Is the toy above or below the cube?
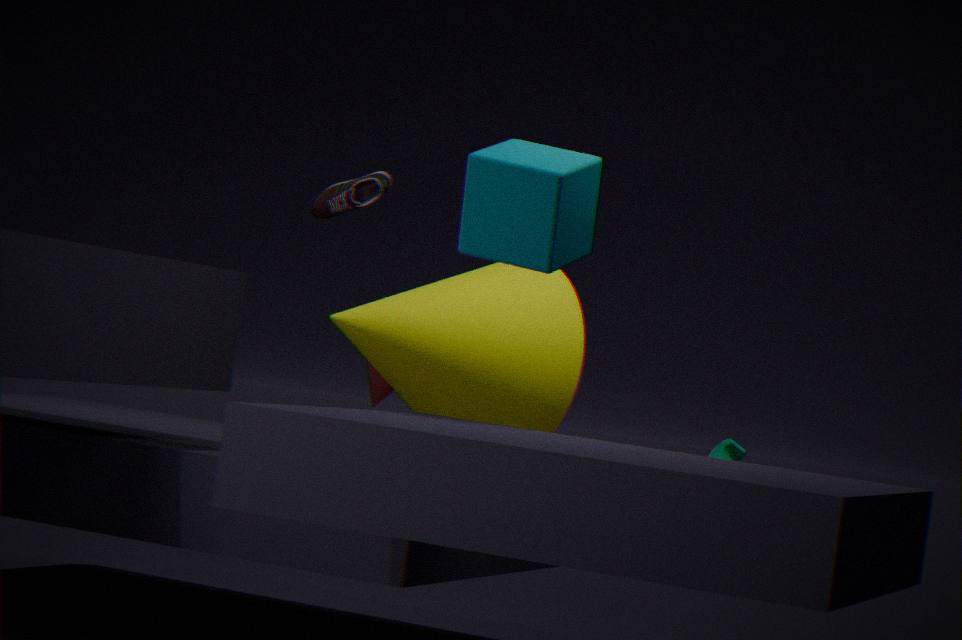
below
